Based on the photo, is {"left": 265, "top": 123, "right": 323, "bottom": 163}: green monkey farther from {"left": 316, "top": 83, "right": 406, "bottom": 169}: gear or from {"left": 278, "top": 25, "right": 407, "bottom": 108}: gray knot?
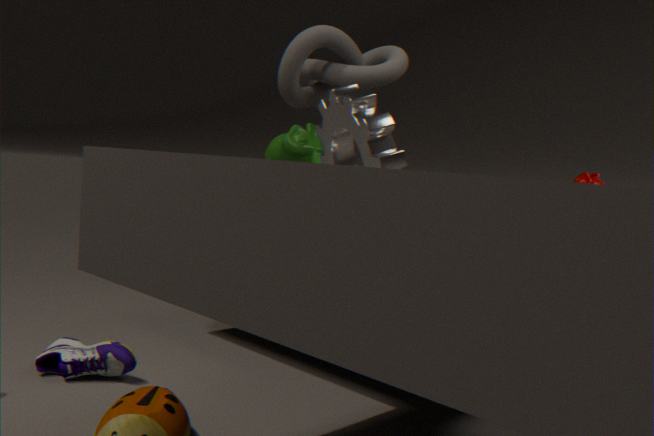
{"left": 316, "top": 83, "right": 406, "bottom": 169}: gear
